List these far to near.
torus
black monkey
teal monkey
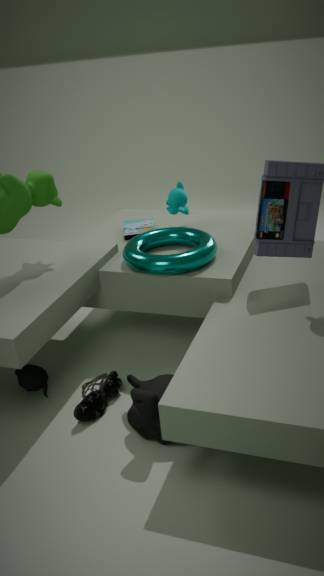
teal monkey, torus, black monkey
